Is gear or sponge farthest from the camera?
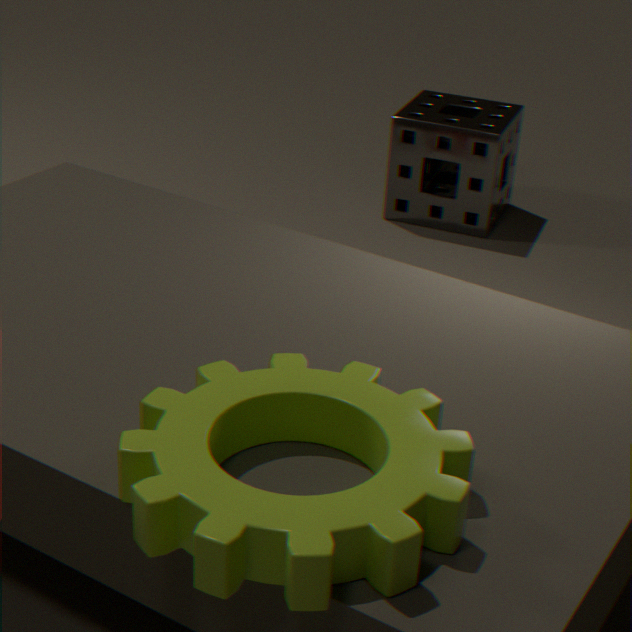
sponge
